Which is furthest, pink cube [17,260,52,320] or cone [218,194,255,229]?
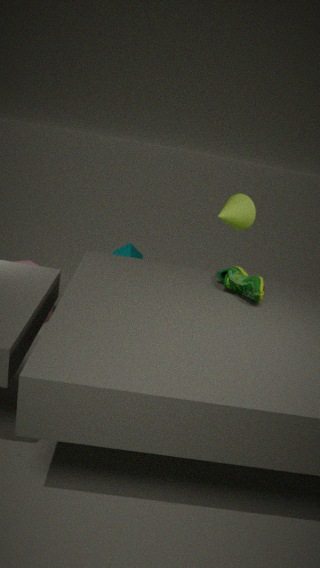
pink cube [17,260,52,320]
